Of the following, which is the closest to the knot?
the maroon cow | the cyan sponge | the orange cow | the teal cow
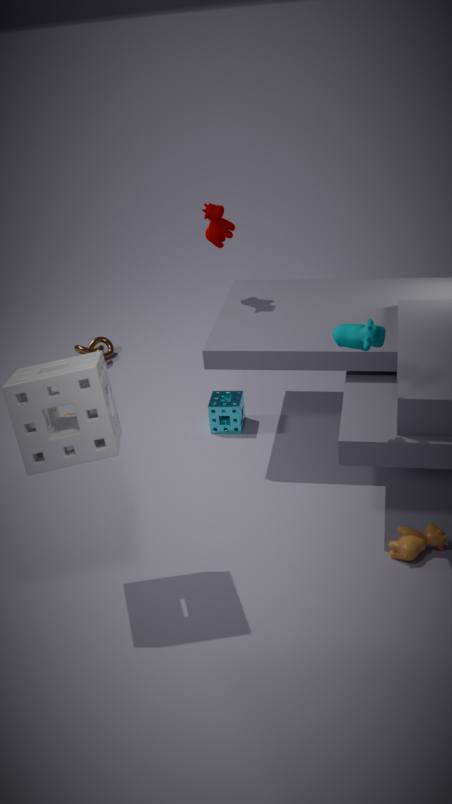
the cyan sponge
